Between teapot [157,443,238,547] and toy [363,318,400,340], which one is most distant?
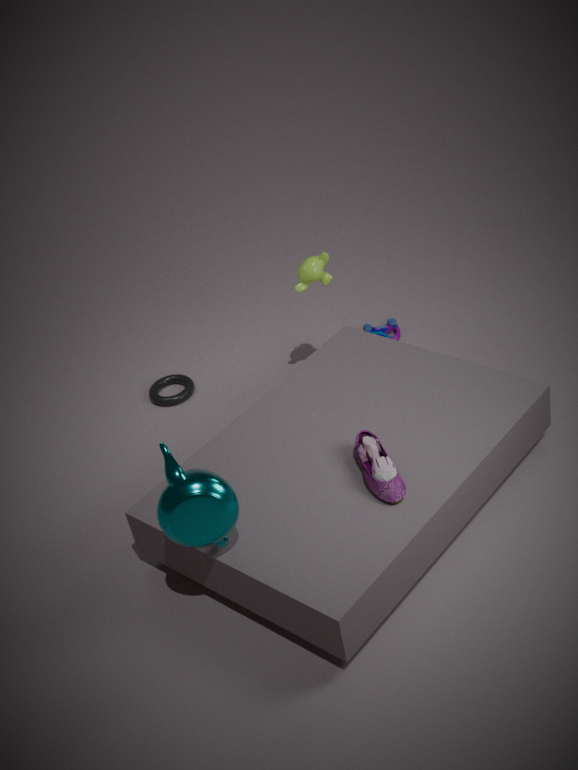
toy [363,318,400,340]
